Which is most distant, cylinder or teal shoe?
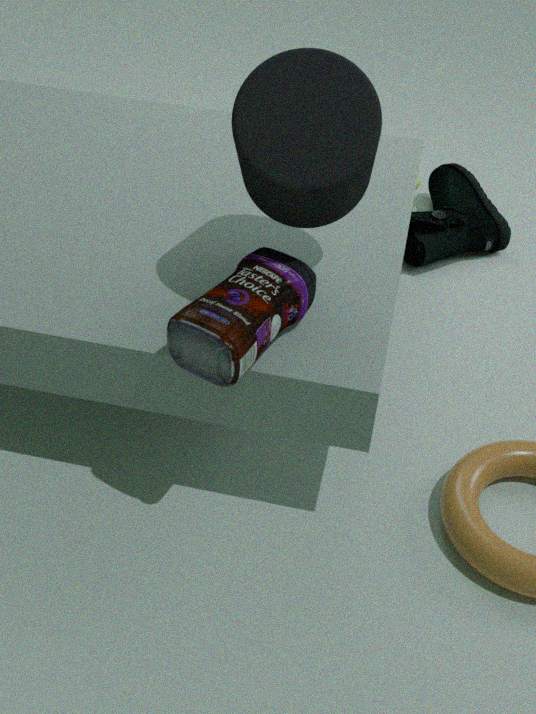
teal shoe
